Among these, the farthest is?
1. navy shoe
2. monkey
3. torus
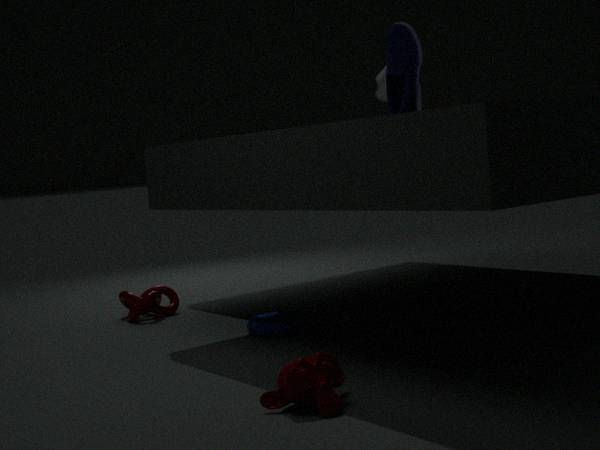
torus
